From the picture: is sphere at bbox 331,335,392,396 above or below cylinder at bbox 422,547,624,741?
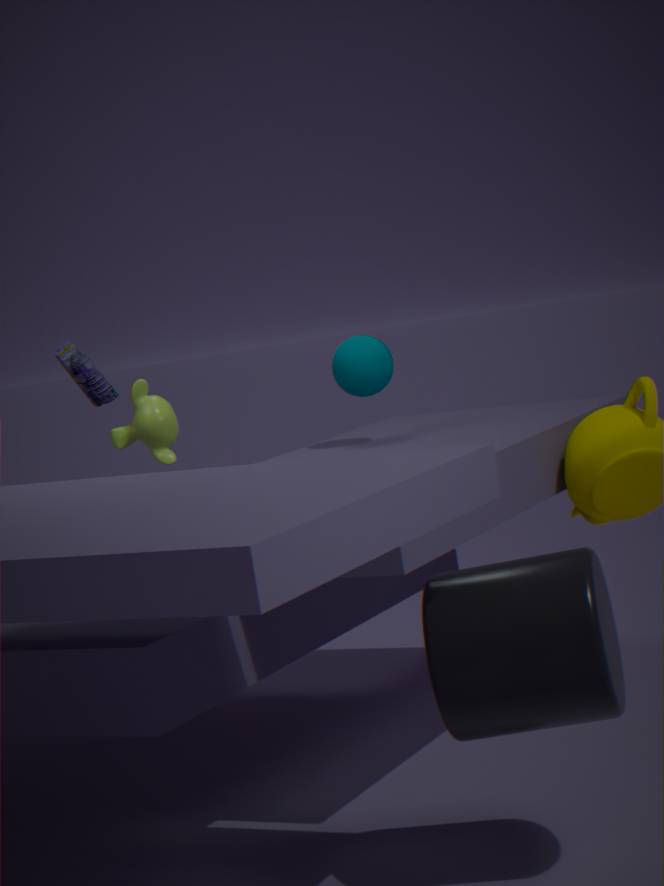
above
